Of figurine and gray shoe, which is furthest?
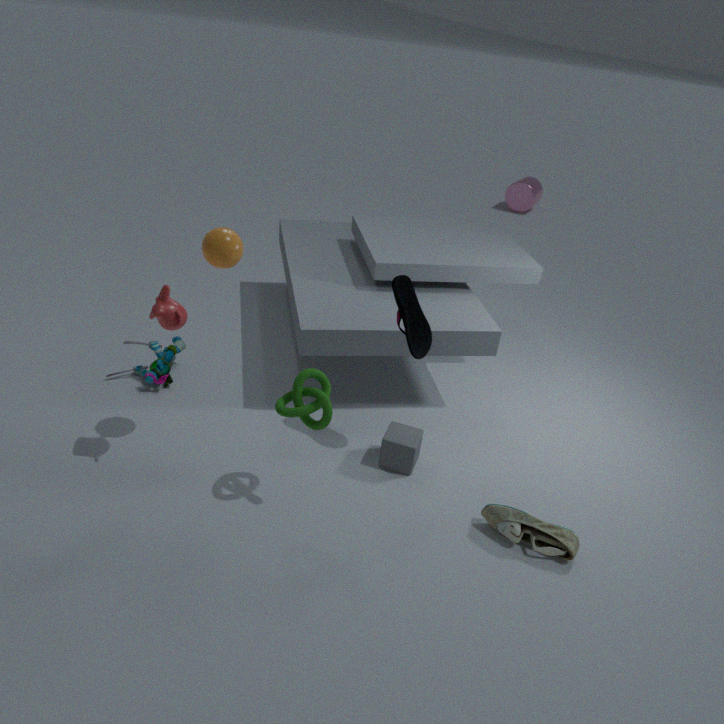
figurine
